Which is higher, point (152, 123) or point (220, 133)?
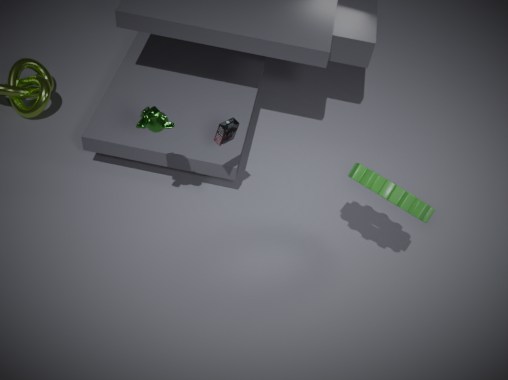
point (152, 123)
